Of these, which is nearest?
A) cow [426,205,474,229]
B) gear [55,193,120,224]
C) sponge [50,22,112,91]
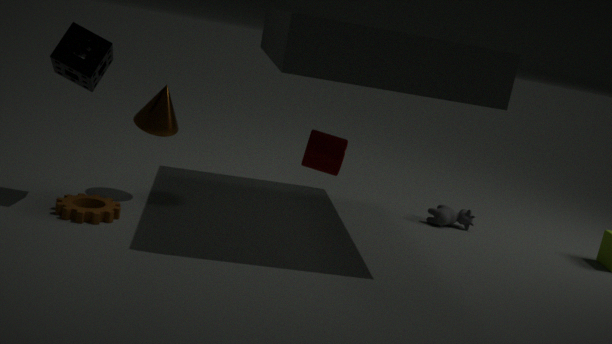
sponge [50,22,112,91]
